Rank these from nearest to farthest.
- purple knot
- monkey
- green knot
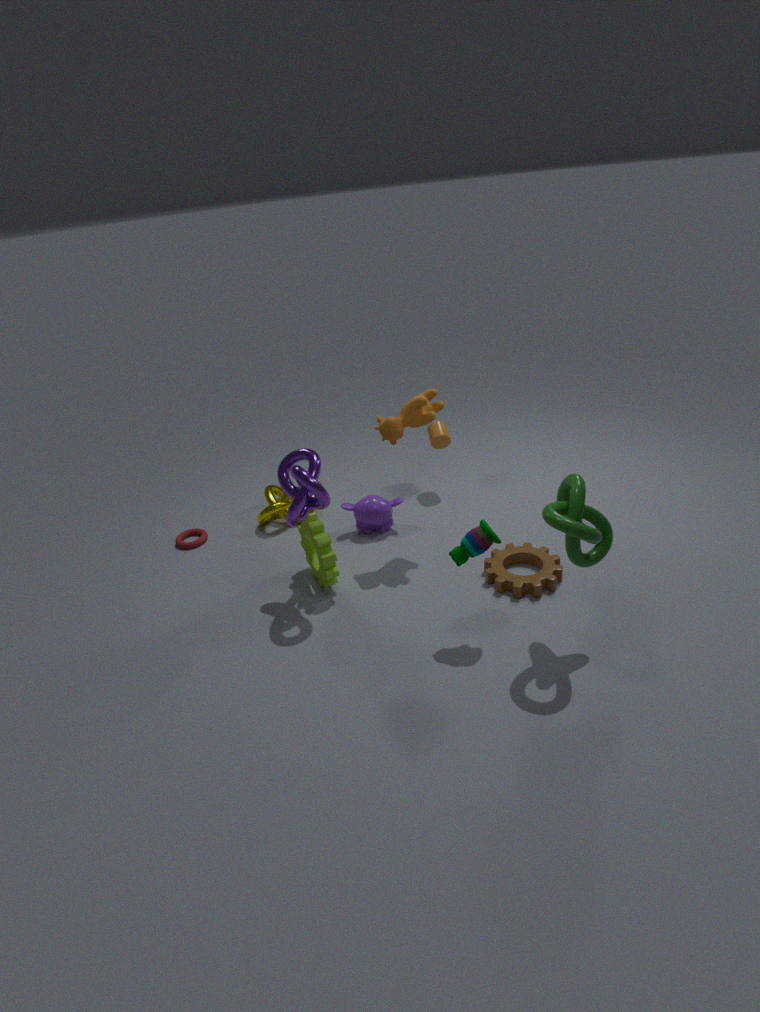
green knot
purple knot
monkey
